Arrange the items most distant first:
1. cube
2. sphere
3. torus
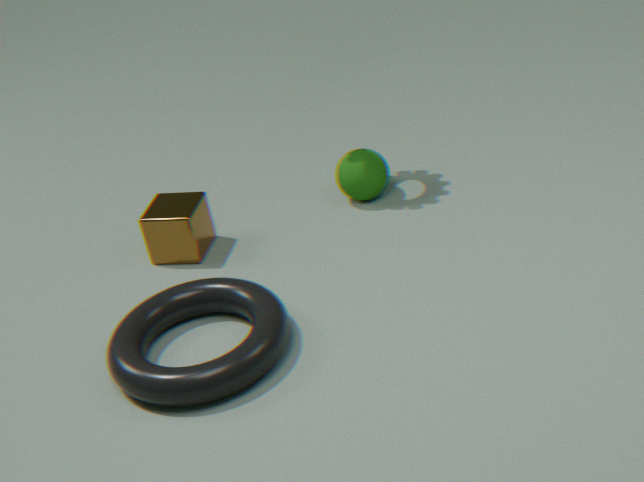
sphere
cube
torus
